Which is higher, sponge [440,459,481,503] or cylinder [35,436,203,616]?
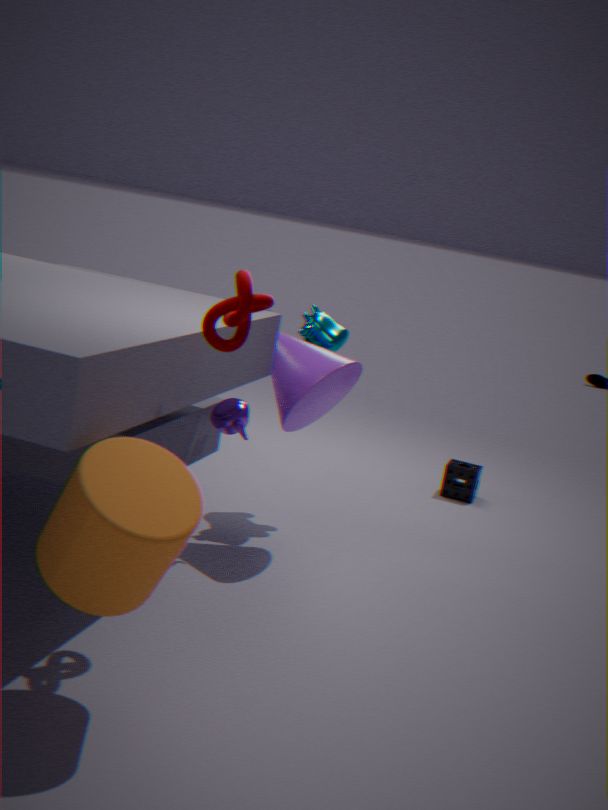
cylinder [35,436,203,616]
